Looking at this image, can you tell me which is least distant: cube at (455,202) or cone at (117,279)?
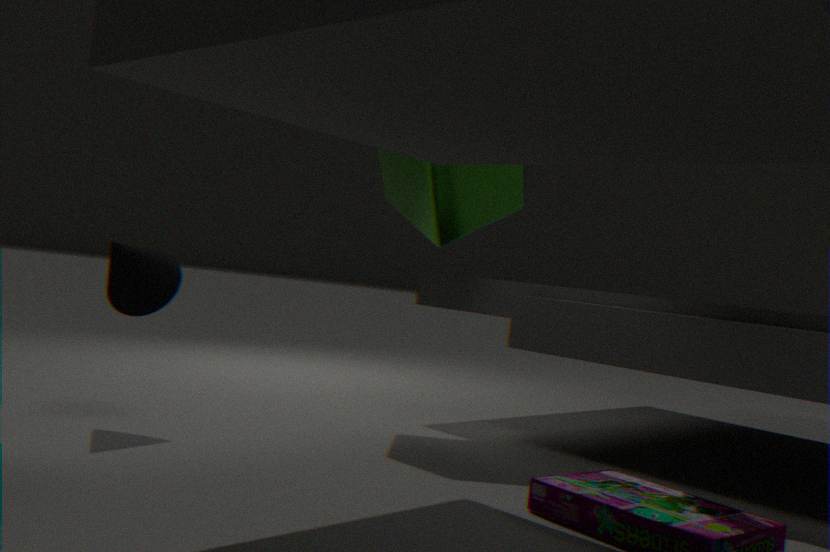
cone at (117,279)
